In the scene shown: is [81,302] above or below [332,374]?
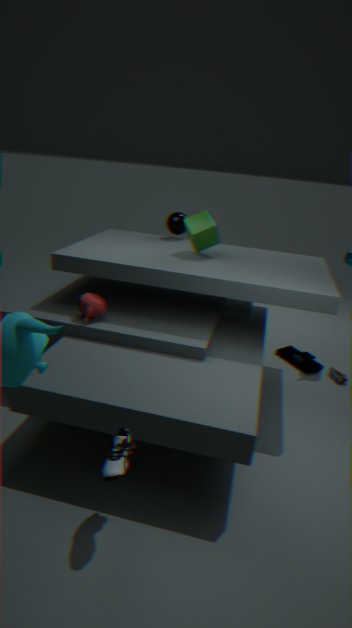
above
